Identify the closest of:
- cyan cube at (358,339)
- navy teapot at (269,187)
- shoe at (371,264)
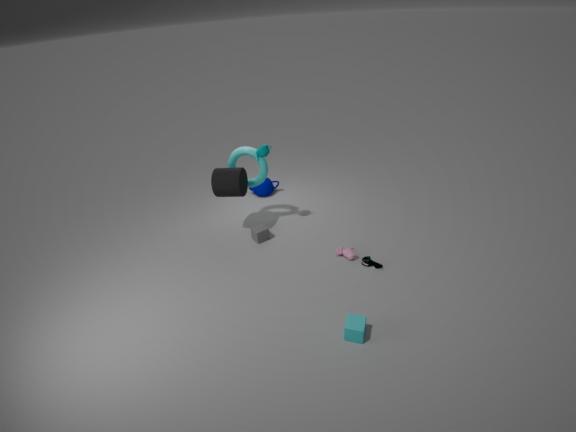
cyan cube at (358,339)
